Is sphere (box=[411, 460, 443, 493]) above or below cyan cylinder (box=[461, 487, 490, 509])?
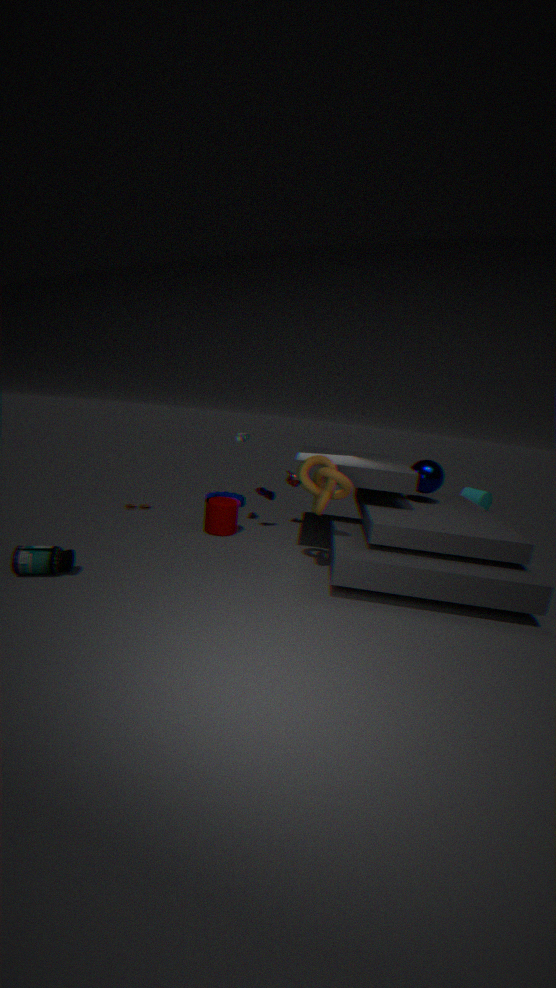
above
